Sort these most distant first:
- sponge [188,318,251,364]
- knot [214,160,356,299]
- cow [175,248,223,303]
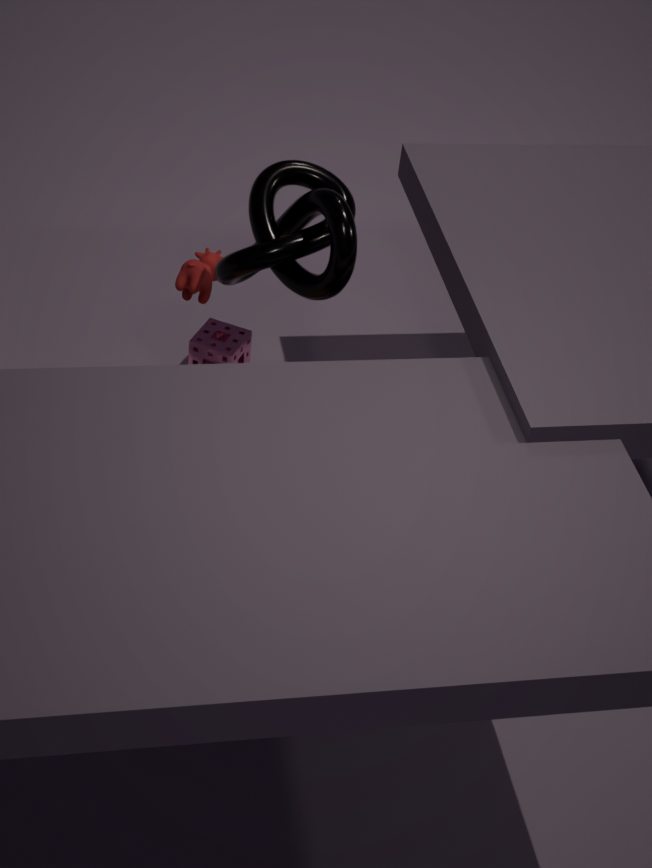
sponge [188,318,251,364], cow [175,248,223,303], knot [214,160,356,299]
